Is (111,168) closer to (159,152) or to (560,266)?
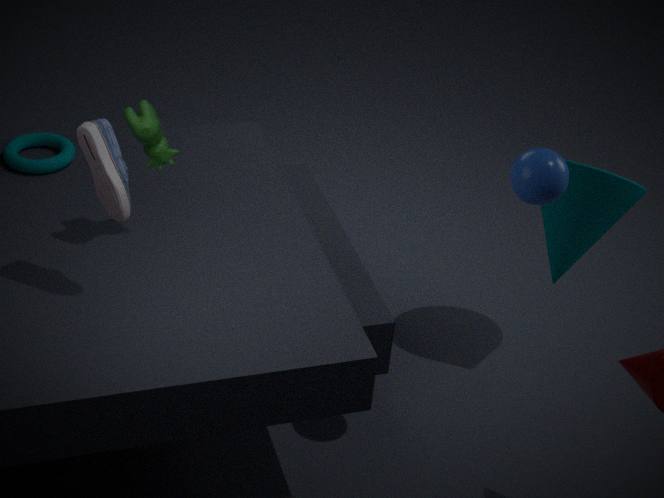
(159,152)
